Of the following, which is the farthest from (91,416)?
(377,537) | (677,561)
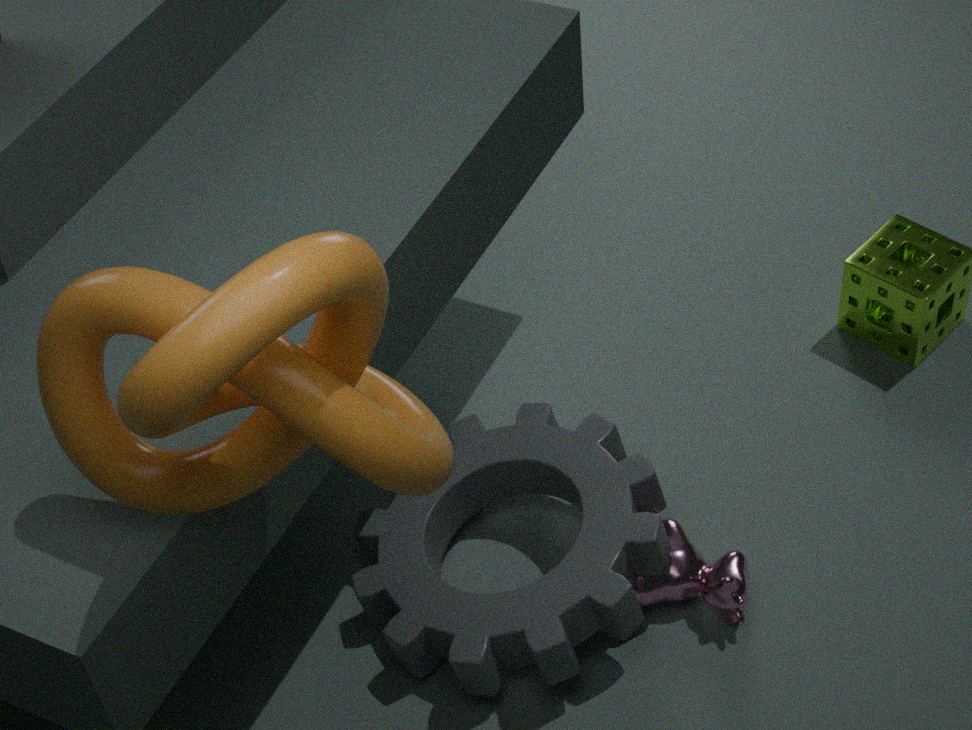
(677,561)
